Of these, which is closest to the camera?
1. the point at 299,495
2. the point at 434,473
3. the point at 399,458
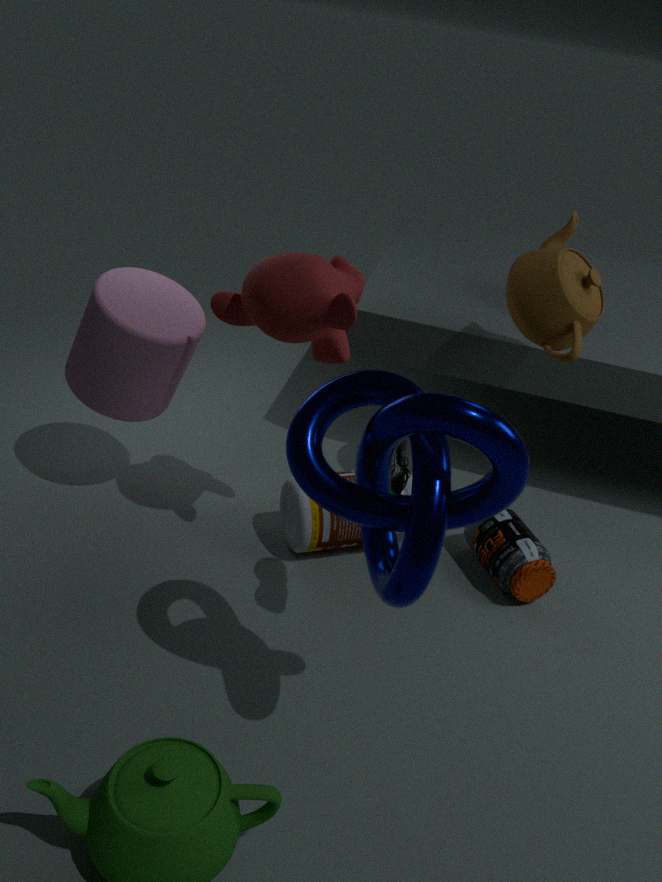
the point at 434,473
